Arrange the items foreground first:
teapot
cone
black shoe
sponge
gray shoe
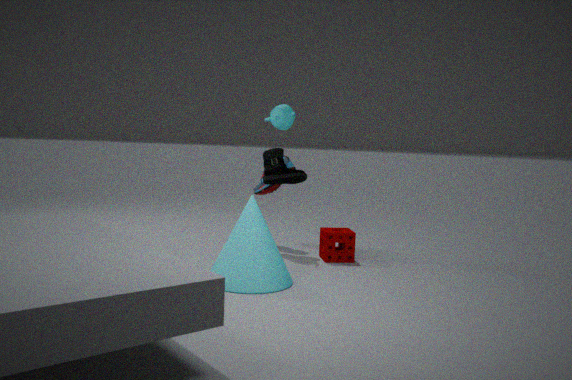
cone
sponge
black shoe
teapot
gray shoe
